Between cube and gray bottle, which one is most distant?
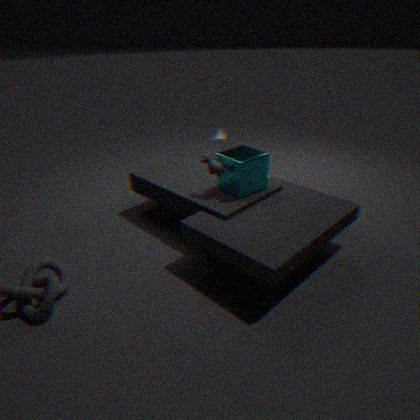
gray bottle
